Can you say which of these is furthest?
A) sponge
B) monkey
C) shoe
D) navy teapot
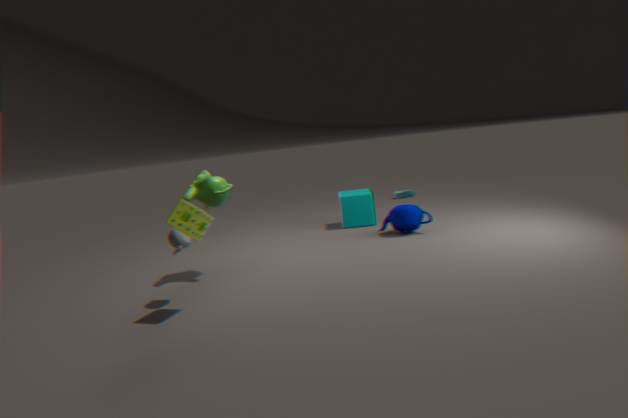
shoe
